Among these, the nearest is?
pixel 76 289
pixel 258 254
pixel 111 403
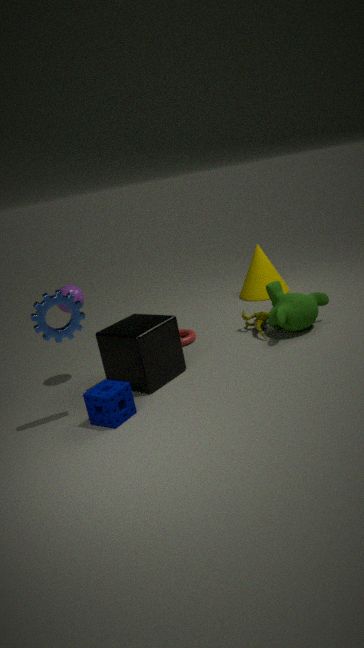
pixel 111 403
